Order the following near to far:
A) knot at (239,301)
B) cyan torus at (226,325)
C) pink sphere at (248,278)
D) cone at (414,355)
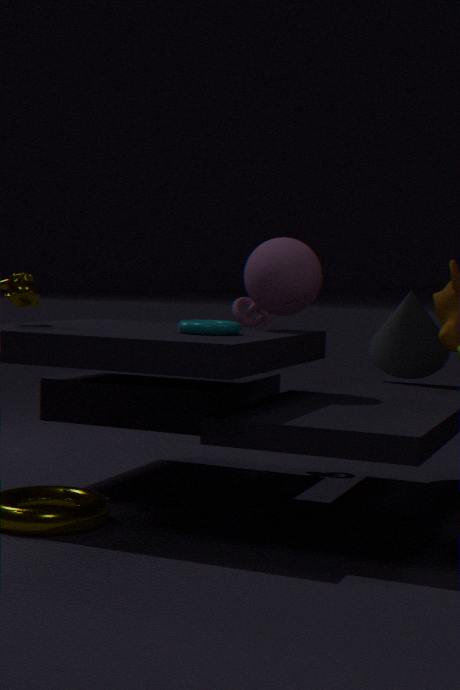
Answer: 1. cyan torus at (226,325)
2. pink sphere at (248,278)
3. cone at (414,355)
4. knot at (239,301)
